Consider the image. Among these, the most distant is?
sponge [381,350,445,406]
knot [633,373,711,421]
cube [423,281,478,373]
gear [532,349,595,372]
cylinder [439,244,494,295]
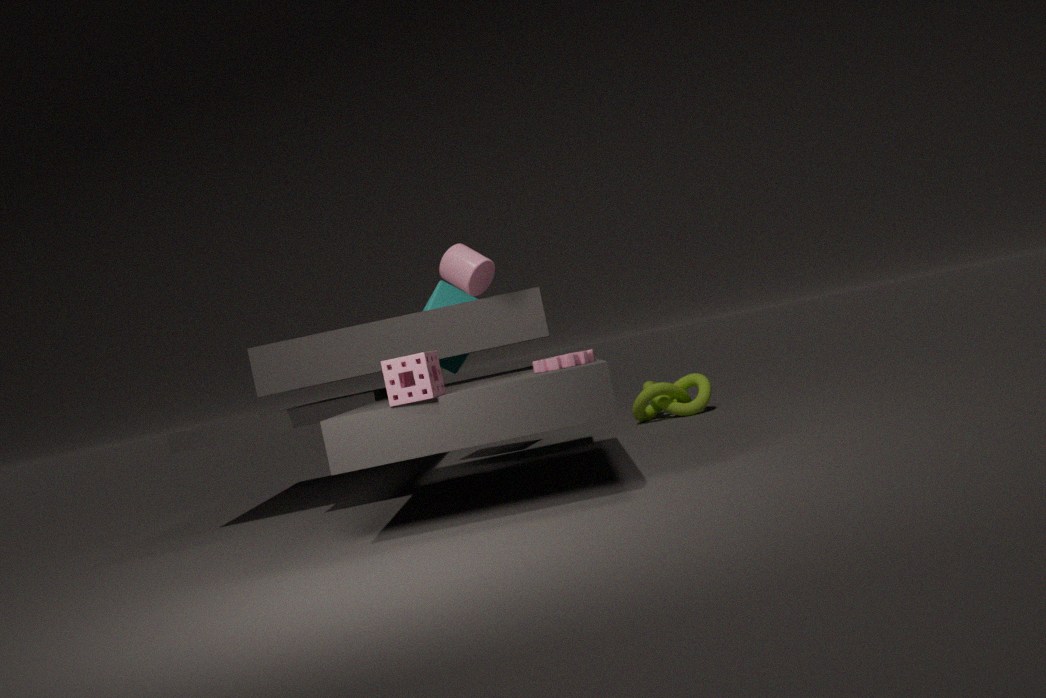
knot [633,373,711,421]
